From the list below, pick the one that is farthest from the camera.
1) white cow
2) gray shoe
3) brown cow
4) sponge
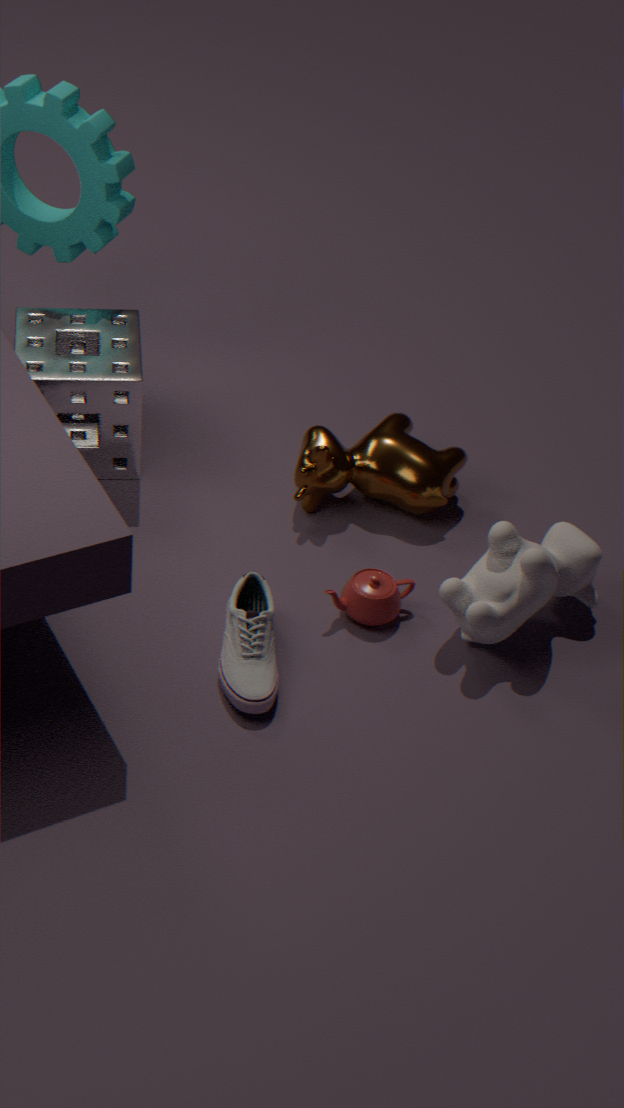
3. brown cow
